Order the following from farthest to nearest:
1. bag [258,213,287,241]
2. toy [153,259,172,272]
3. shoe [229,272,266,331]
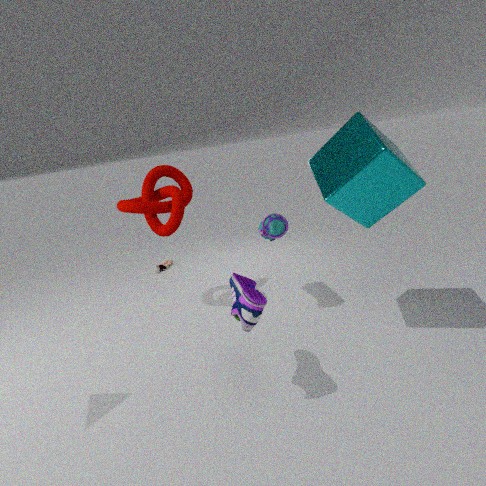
toy [153,259,172,272] → bag [258,213,287,241] → shoe [229,272,266,331]
